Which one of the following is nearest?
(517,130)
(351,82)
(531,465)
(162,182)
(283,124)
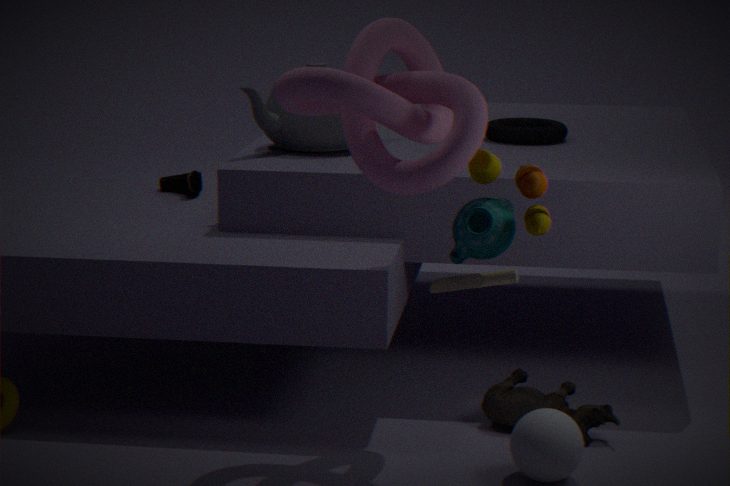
(351,82)
